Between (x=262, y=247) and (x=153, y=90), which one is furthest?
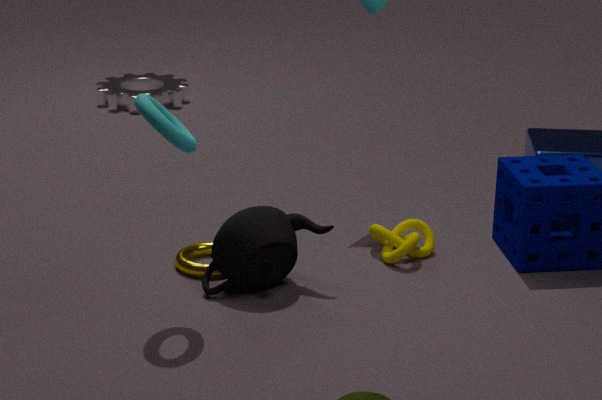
(x=153, y=90)
